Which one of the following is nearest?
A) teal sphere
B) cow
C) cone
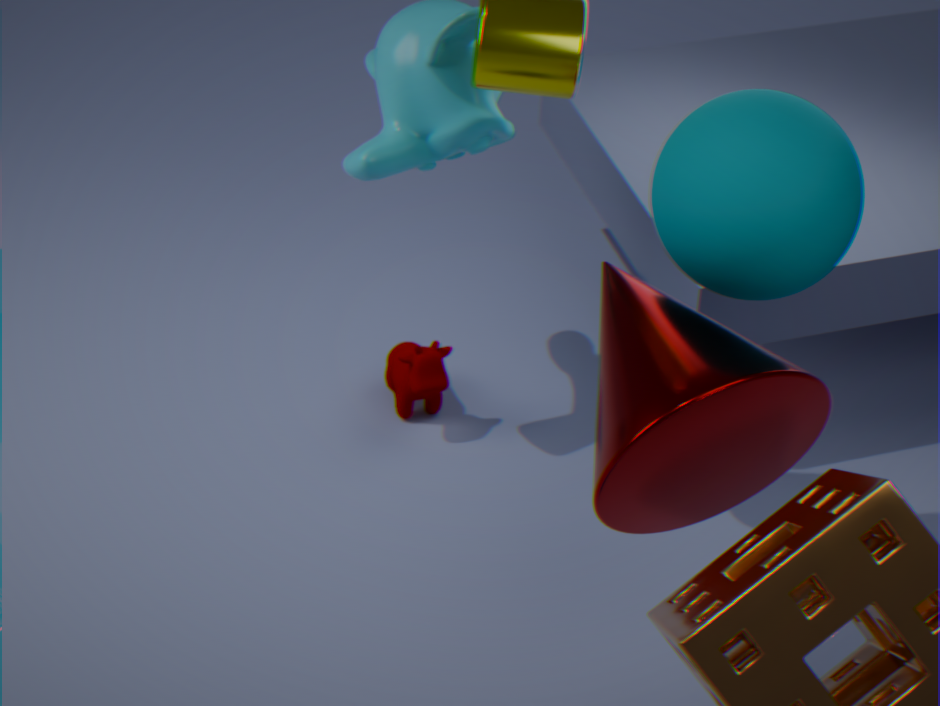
cone
